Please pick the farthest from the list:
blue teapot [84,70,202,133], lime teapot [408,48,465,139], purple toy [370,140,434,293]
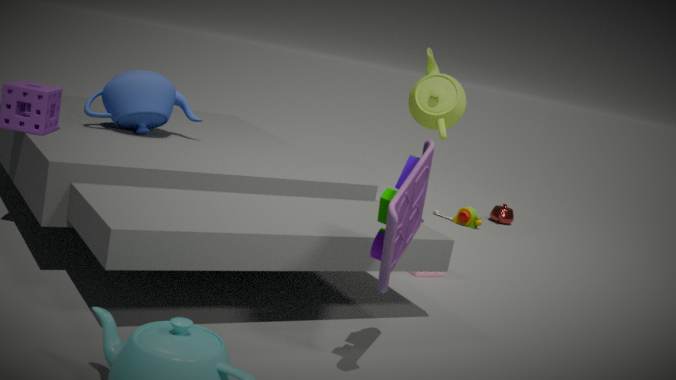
lime teapot [408,48,465,139]
